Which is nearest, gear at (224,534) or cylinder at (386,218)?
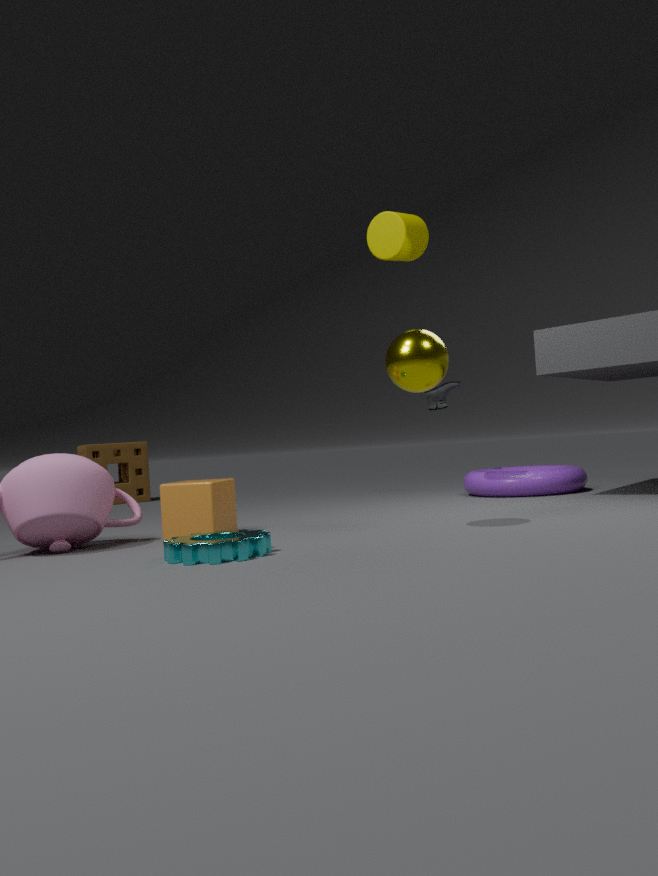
gear at (224,534)
